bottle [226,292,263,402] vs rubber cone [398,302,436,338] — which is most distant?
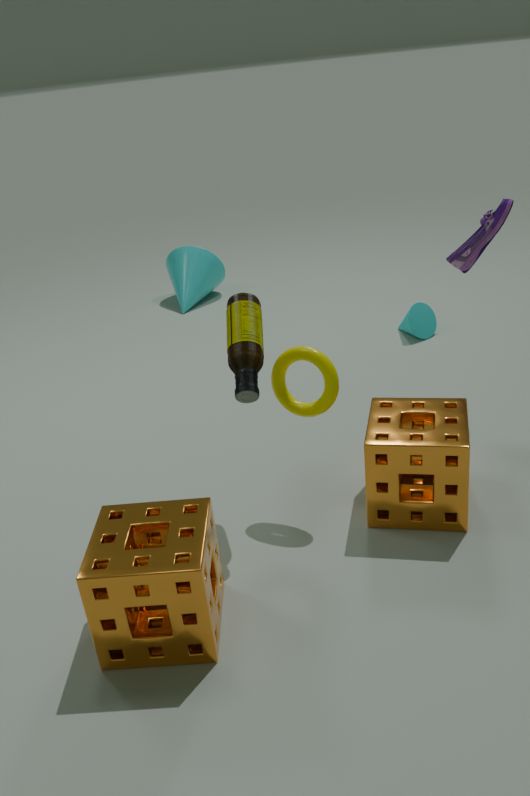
rubber cone [398,302,436,338]
